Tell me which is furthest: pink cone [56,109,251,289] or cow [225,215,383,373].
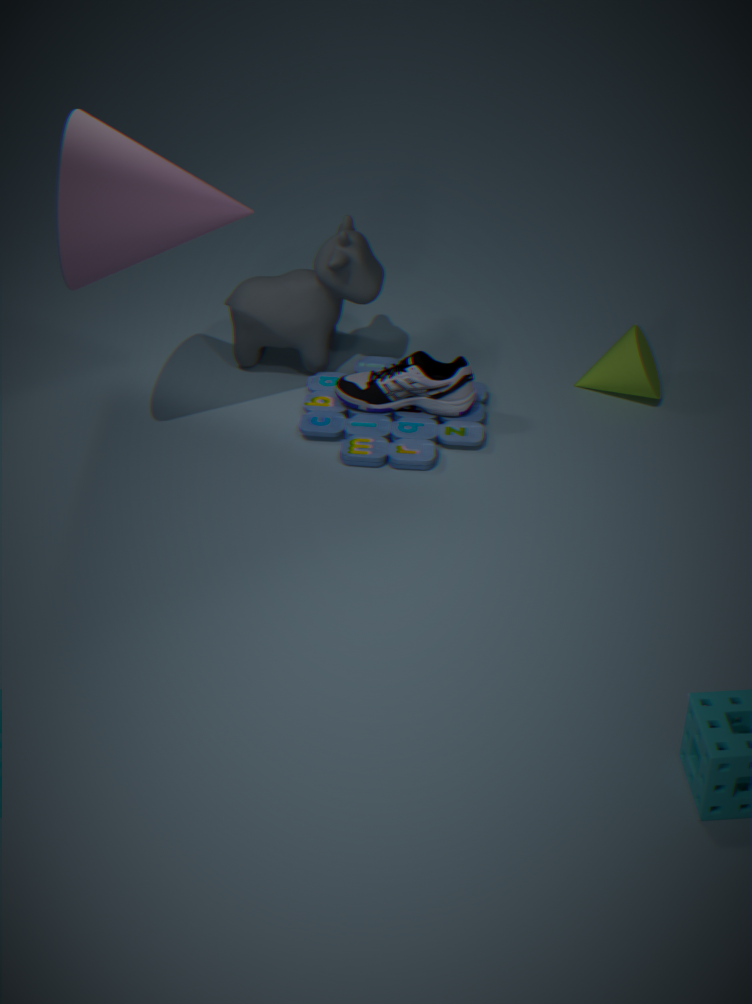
cow [225,215,383,373]
